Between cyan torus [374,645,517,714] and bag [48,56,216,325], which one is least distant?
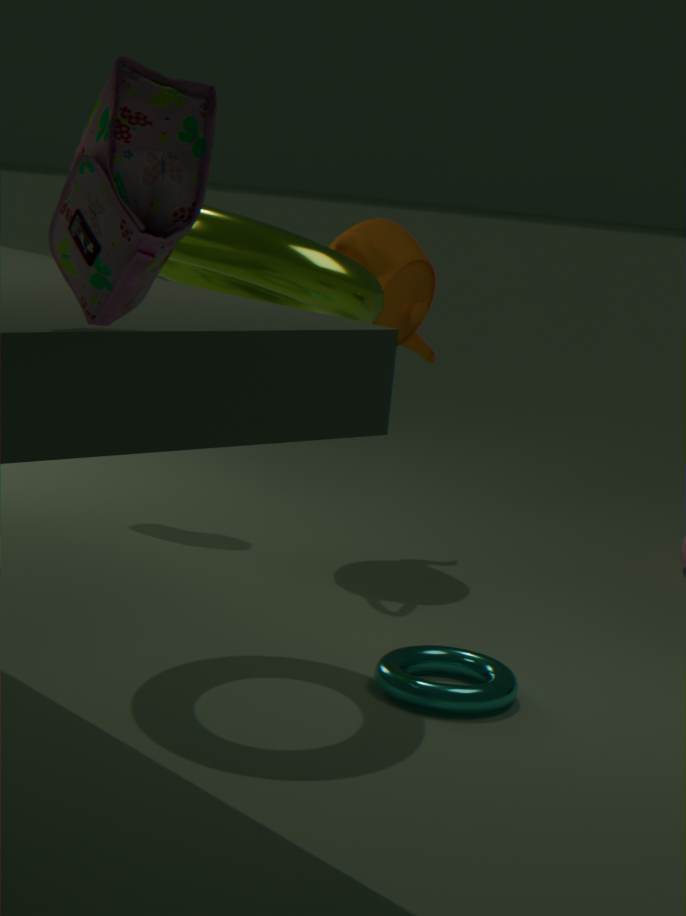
bag [48,56,216,325]
